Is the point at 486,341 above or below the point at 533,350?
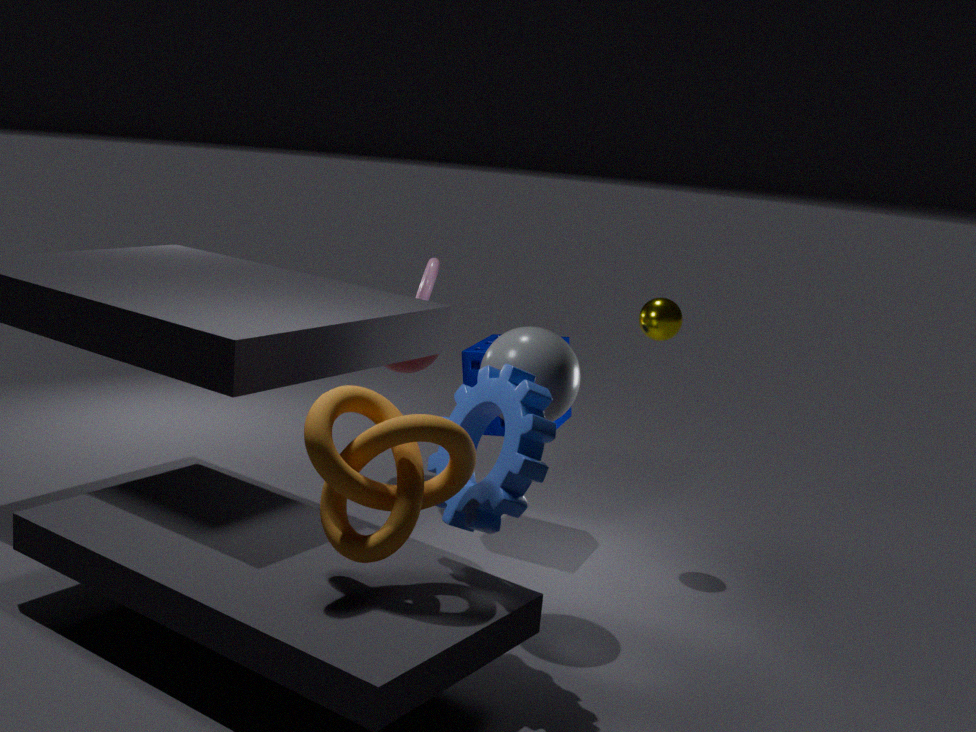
below
